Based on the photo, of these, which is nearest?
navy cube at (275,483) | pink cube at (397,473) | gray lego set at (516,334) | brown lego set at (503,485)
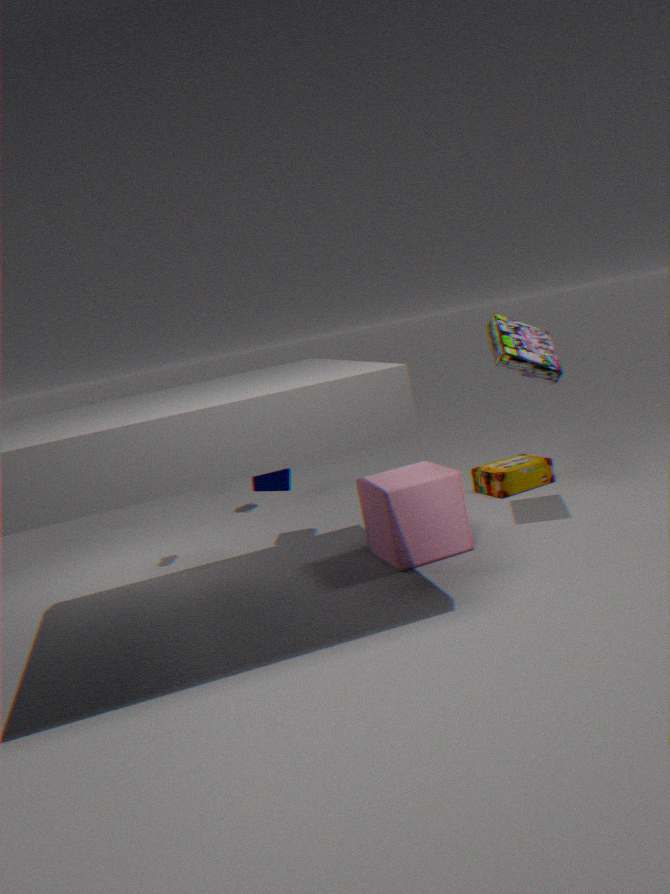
gray lego set at (516,334)
